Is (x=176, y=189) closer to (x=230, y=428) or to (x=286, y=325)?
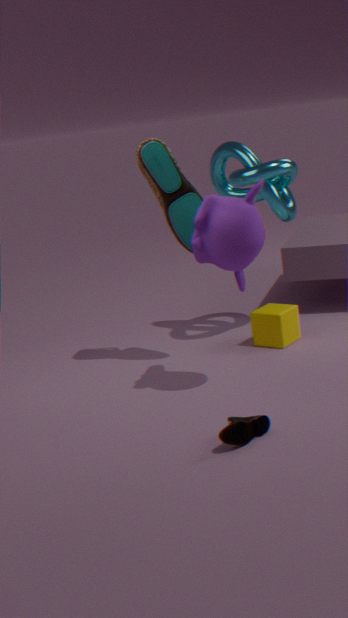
(x=286, y=325)
